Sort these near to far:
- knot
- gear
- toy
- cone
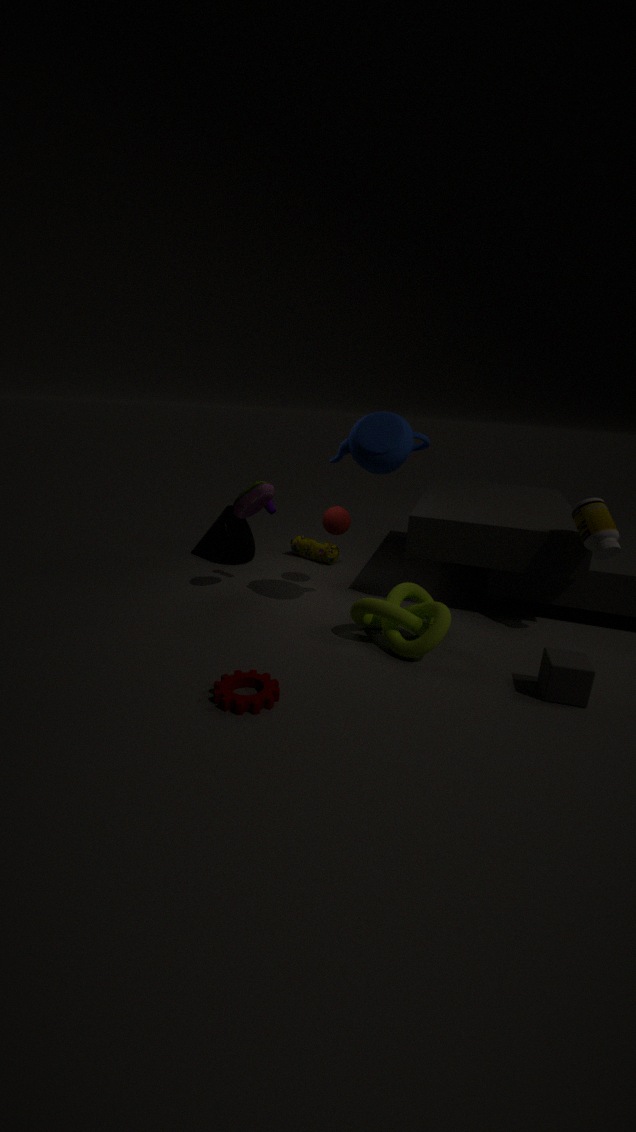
1. gear
2. knot
3. toy
4. cone
